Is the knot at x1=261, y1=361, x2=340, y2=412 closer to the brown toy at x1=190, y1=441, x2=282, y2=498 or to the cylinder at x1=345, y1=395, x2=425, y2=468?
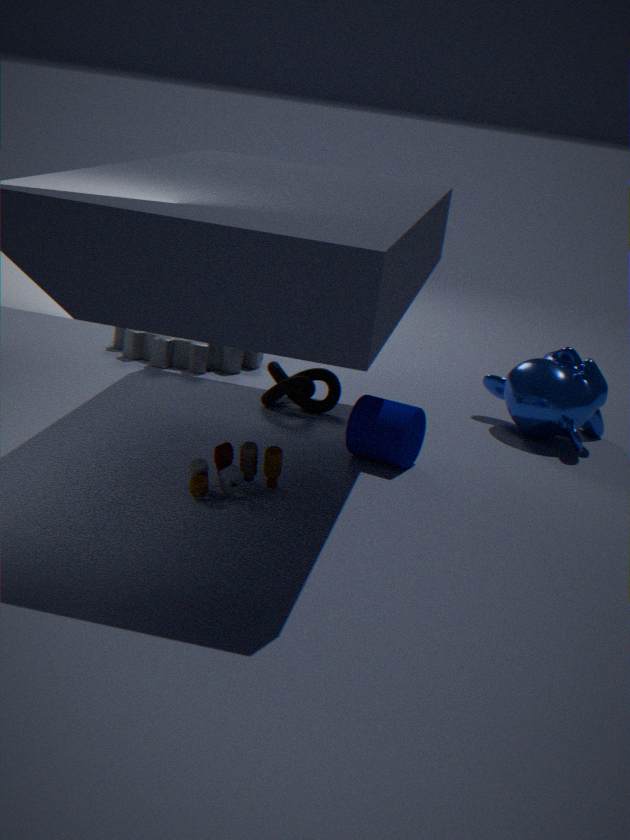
the cylinder at x1=345, y1=395, x2=425, y2=468
